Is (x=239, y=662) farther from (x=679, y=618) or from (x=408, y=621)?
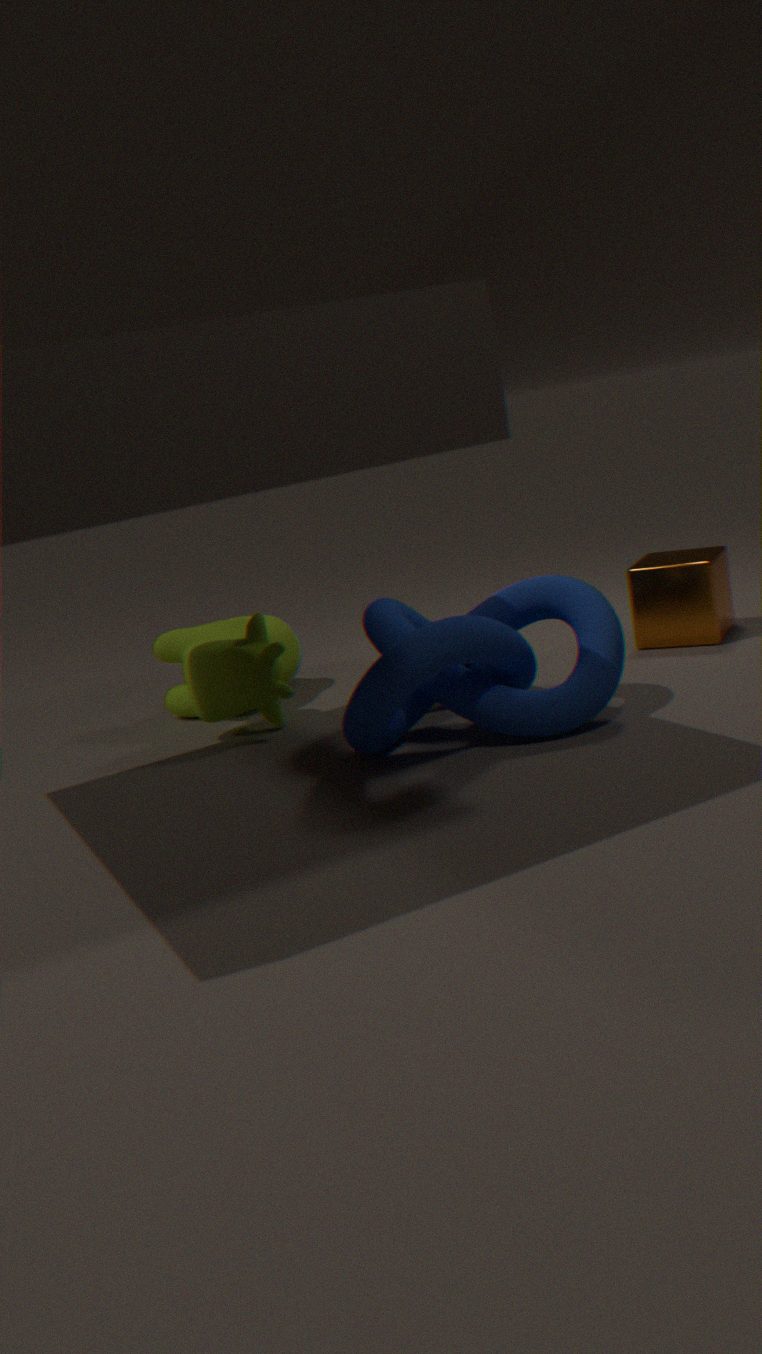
(x=679, y=618)
